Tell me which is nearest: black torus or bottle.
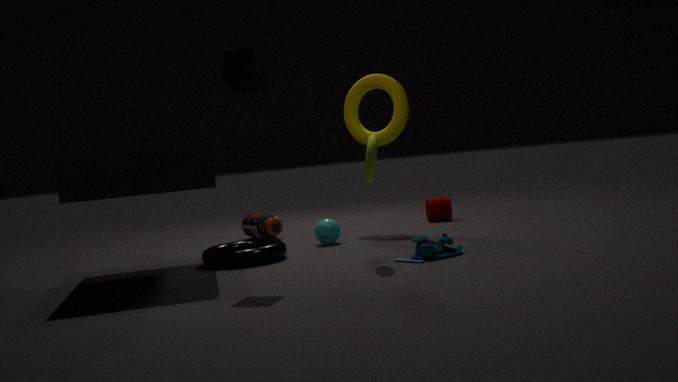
black torus
